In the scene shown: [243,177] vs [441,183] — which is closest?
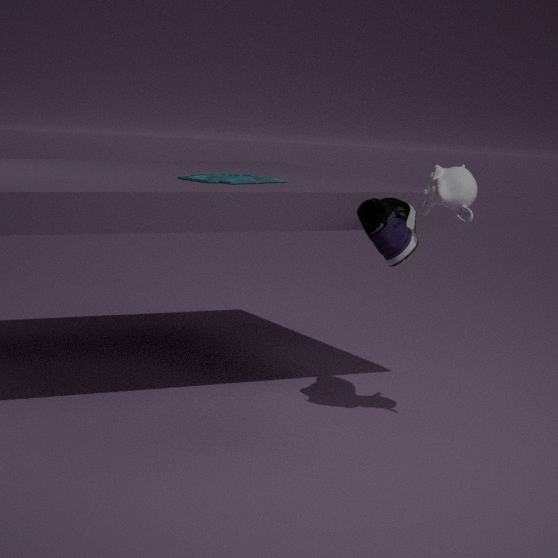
[441,183]
